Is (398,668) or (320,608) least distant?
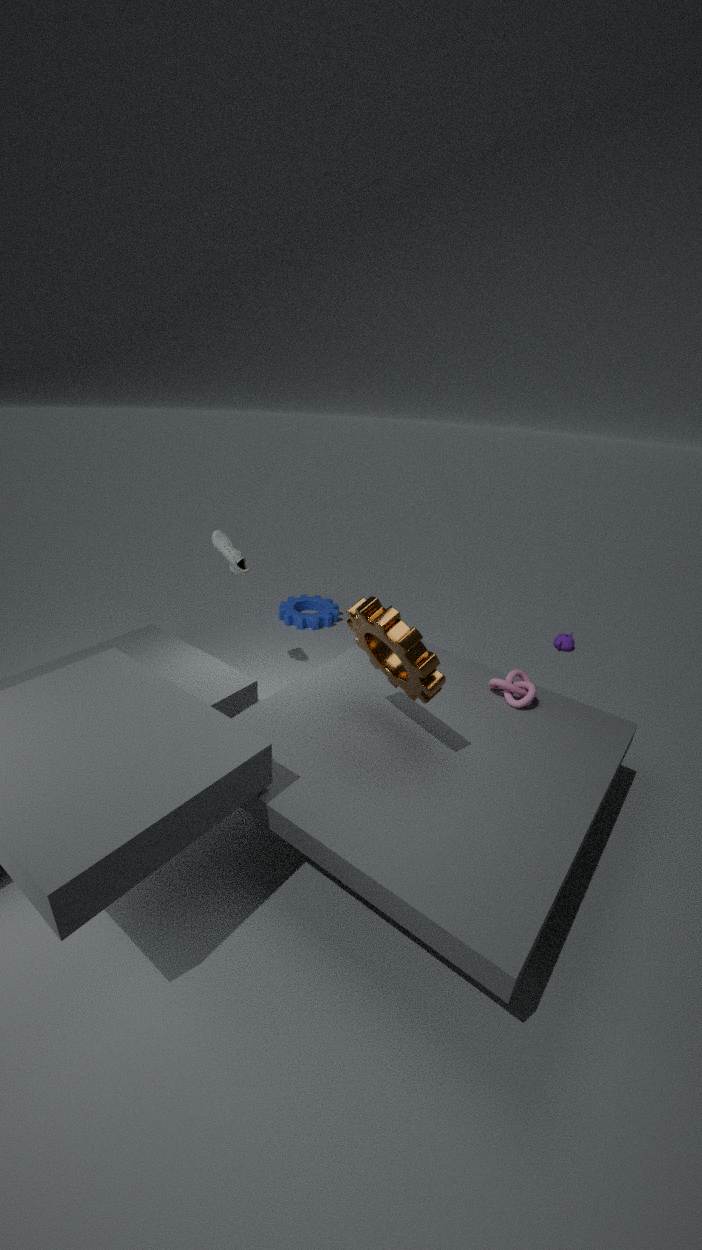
(398,668)
